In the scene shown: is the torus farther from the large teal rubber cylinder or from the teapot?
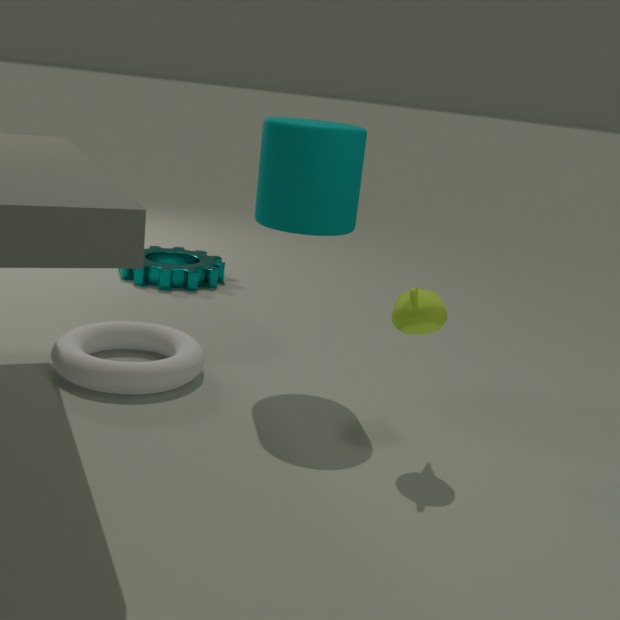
the teapot
